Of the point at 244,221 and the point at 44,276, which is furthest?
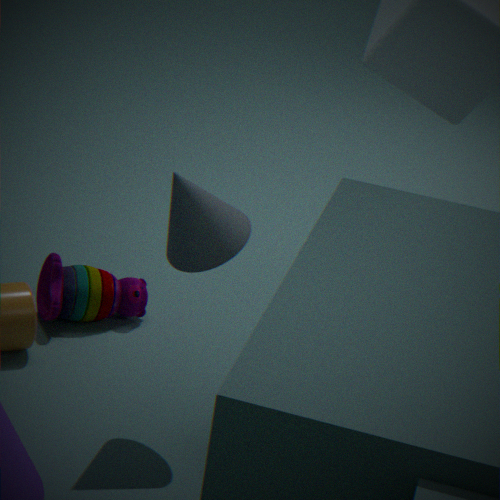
the point at 44,276
